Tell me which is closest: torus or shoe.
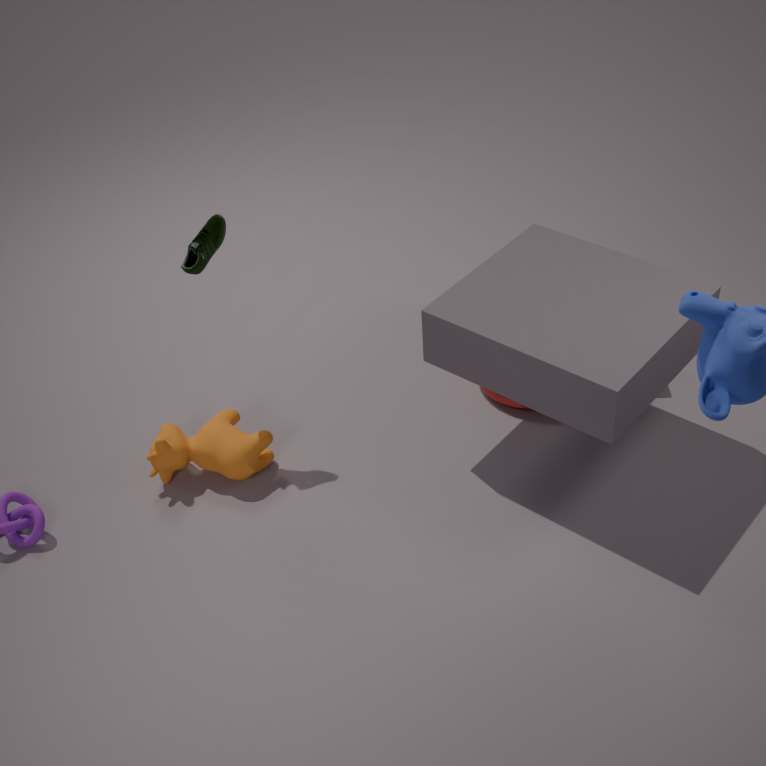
shoe
